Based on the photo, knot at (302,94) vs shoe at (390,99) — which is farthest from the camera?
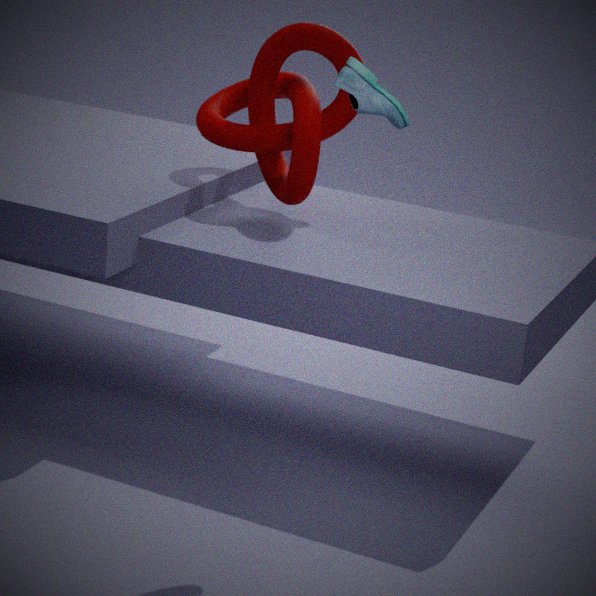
knot at (302,94)
